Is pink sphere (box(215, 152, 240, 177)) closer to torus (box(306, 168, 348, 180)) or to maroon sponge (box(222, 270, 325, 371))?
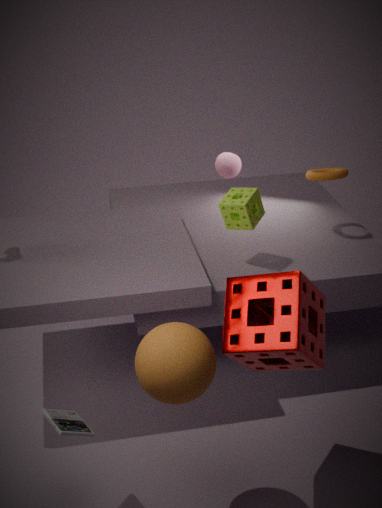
torus (box(306, 168, 348, 180))
